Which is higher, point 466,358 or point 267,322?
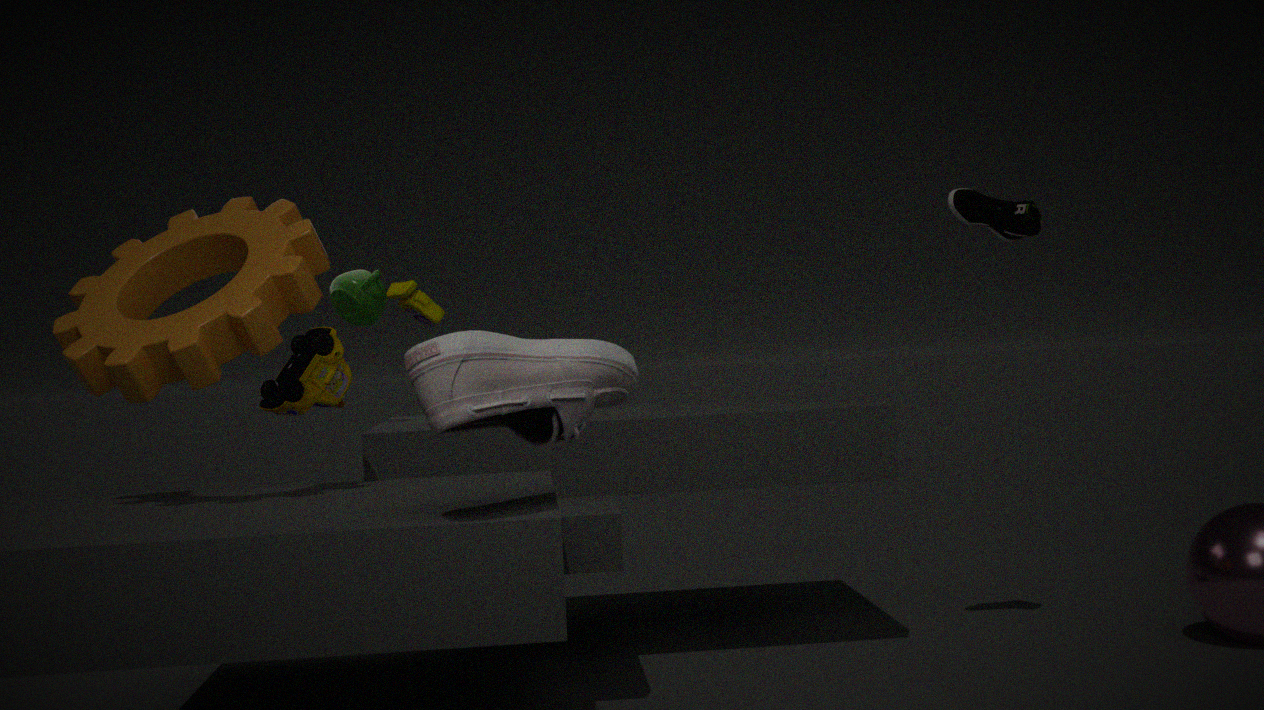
point 267,322
